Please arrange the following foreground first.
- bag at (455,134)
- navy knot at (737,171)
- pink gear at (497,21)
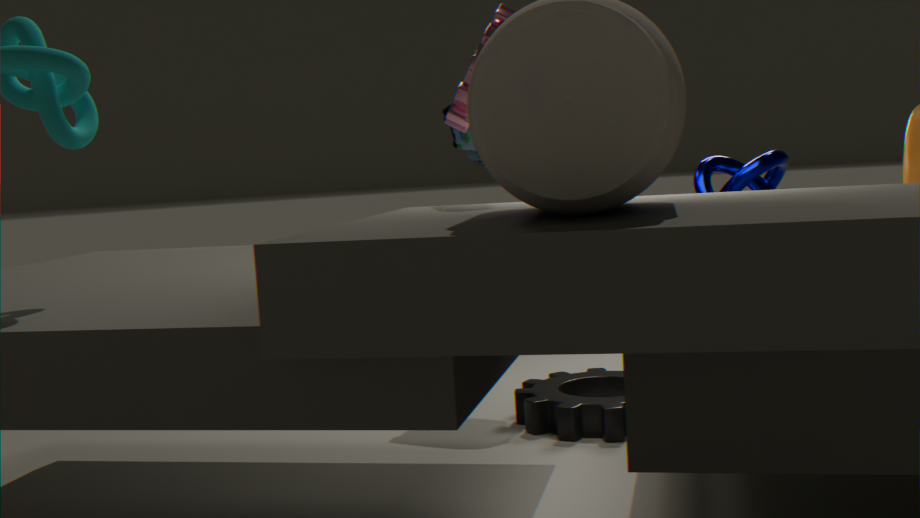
pink gear at (497,21), navy knot at (737,171), bag at (455,134)
